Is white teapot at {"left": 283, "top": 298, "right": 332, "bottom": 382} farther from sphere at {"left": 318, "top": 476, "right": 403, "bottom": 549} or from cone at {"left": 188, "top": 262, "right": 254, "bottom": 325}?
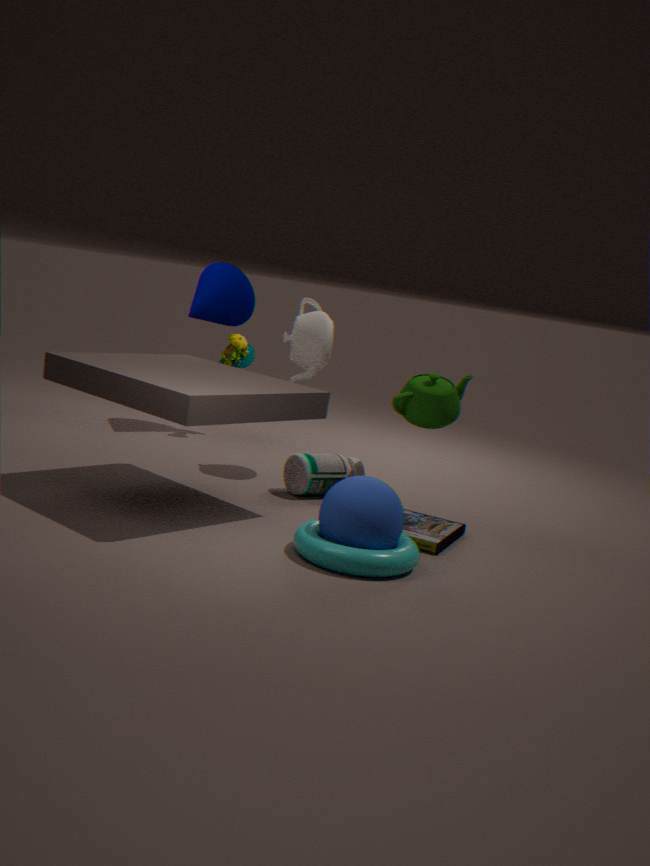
sphere at {"left": 318, "top": 476, "right": 403, "bottom": 549}
